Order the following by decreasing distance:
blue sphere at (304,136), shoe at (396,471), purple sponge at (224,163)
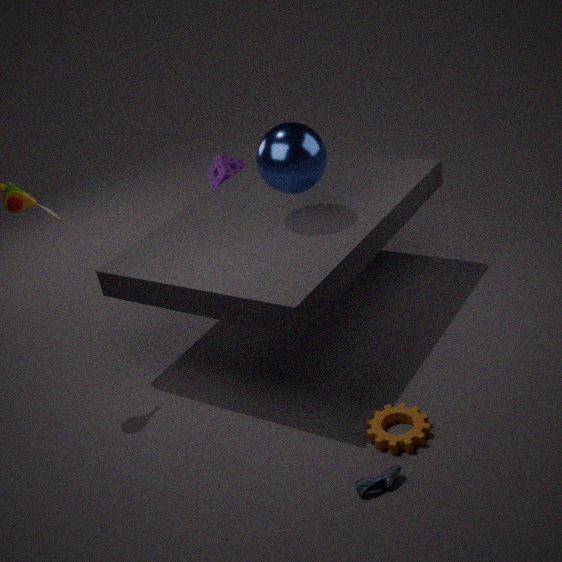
purple sponge at (224,163) → blue sphere at (304,136) → shoe at (396,471)
